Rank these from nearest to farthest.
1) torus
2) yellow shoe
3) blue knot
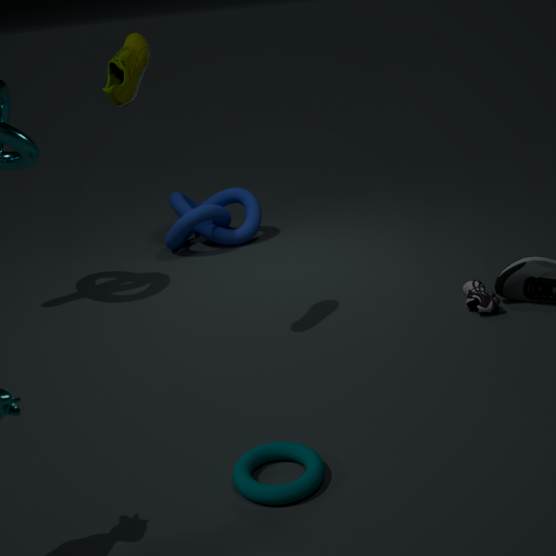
1. 1. torus
2. 2. yellow shoe
3. 3. blue knot
